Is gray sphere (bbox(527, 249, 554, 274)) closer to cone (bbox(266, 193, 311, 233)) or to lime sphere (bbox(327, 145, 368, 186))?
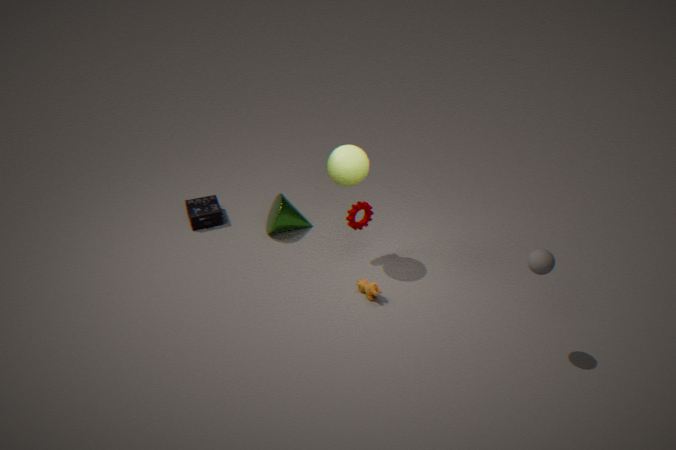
lime sphere (bbox(327, 145, 368, 186))
